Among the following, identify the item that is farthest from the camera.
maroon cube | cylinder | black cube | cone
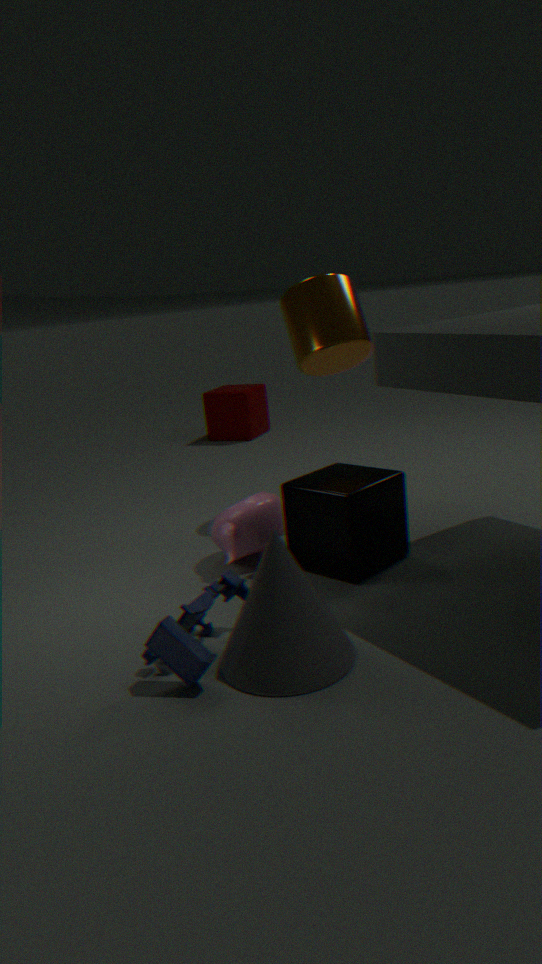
maroon cube
